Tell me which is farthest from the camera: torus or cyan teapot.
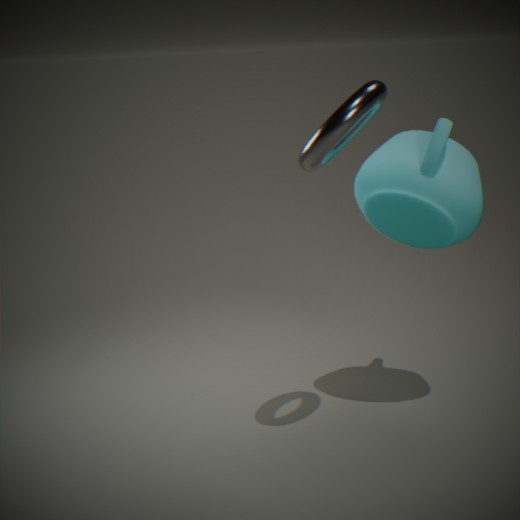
Answer: cyan teapot
